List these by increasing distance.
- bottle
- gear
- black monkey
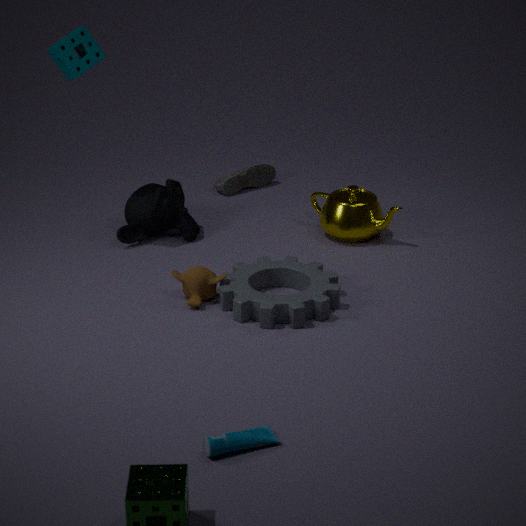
1. bottle
2. gear
3. black monkey
